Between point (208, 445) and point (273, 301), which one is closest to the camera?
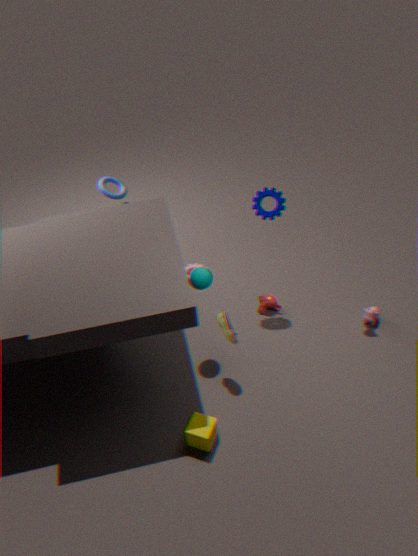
point (208, 445)
